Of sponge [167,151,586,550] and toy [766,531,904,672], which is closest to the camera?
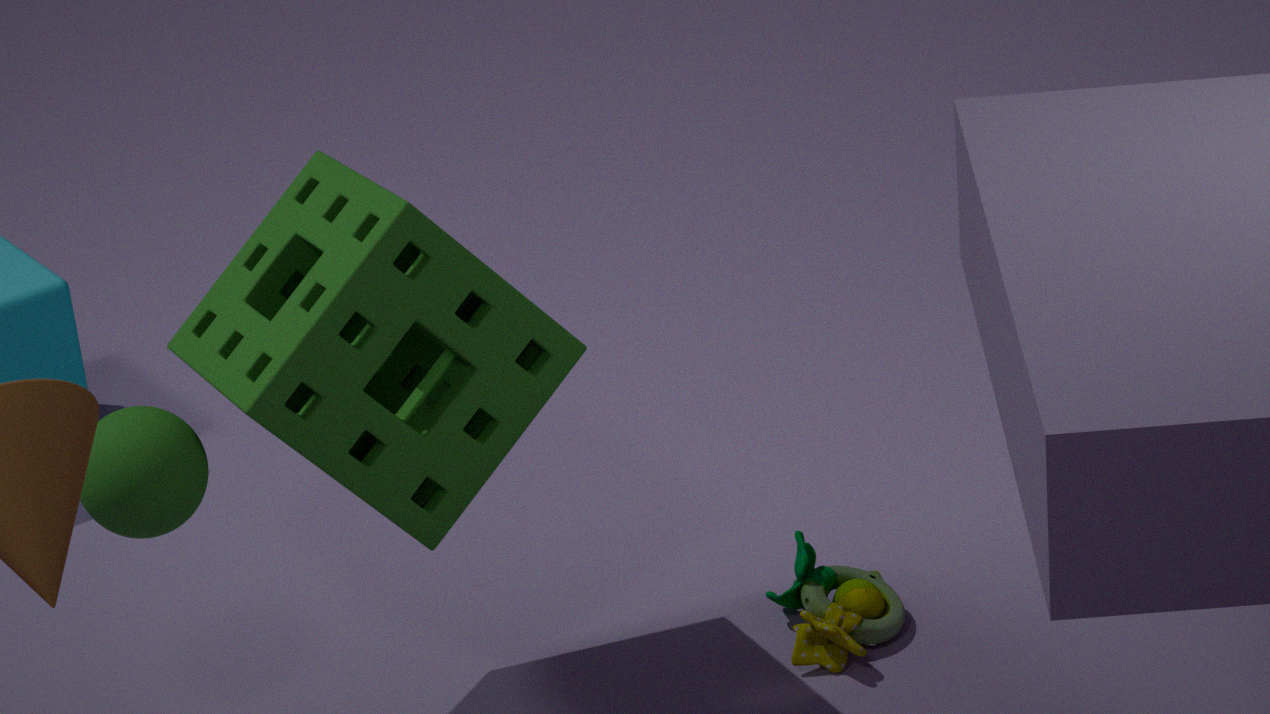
sponge [167,151,586,550]
